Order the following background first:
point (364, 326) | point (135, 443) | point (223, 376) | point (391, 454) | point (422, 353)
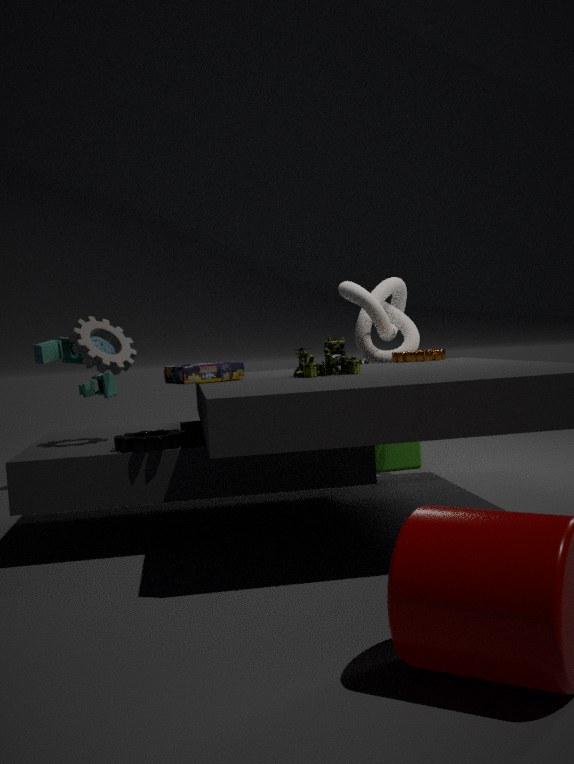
point (391, 454), point (364, 326), point (422, 353), point (223, 376), point (135, 443)
